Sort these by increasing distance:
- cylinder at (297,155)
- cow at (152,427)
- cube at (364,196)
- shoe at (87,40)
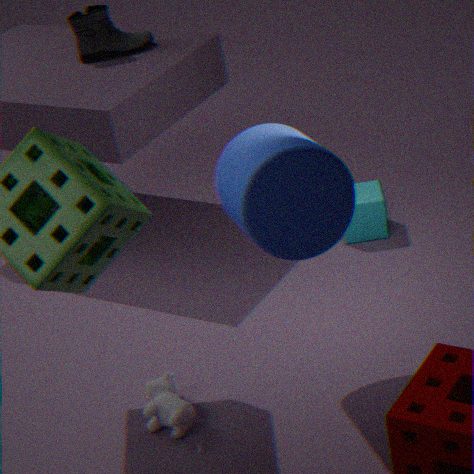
1. cylinder at (297,155)
2. cow at (152,427)
3. cube at (364,196)
4. shoe at (87,40)
